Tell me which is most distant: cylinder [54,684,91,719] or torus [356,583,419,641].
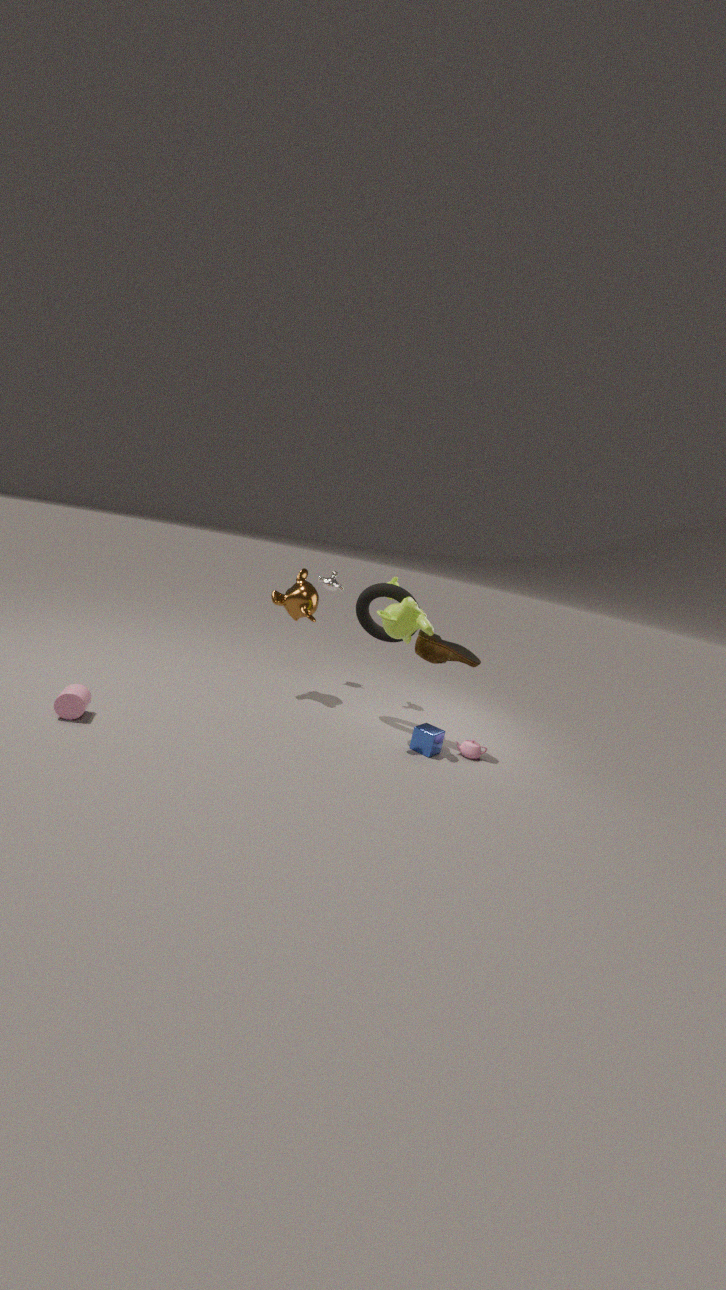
torus [356,583,419,641]
